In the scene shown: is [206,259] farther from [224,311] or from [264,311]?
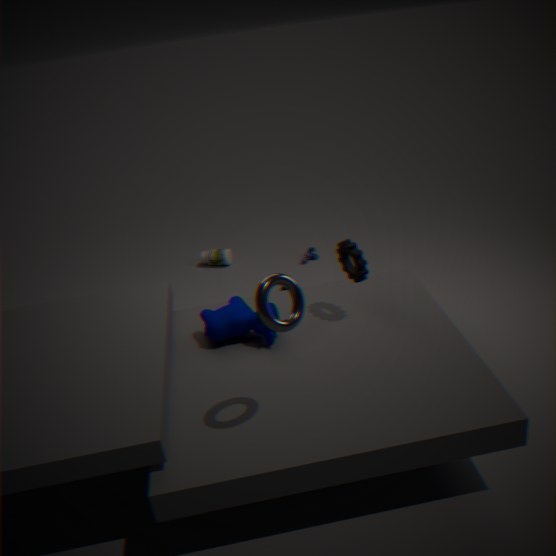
[264,311]
